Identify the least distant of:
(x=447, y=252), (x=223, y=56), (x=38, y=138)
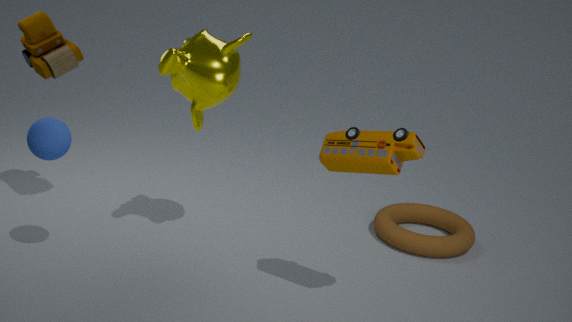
(x=38, y=138)
